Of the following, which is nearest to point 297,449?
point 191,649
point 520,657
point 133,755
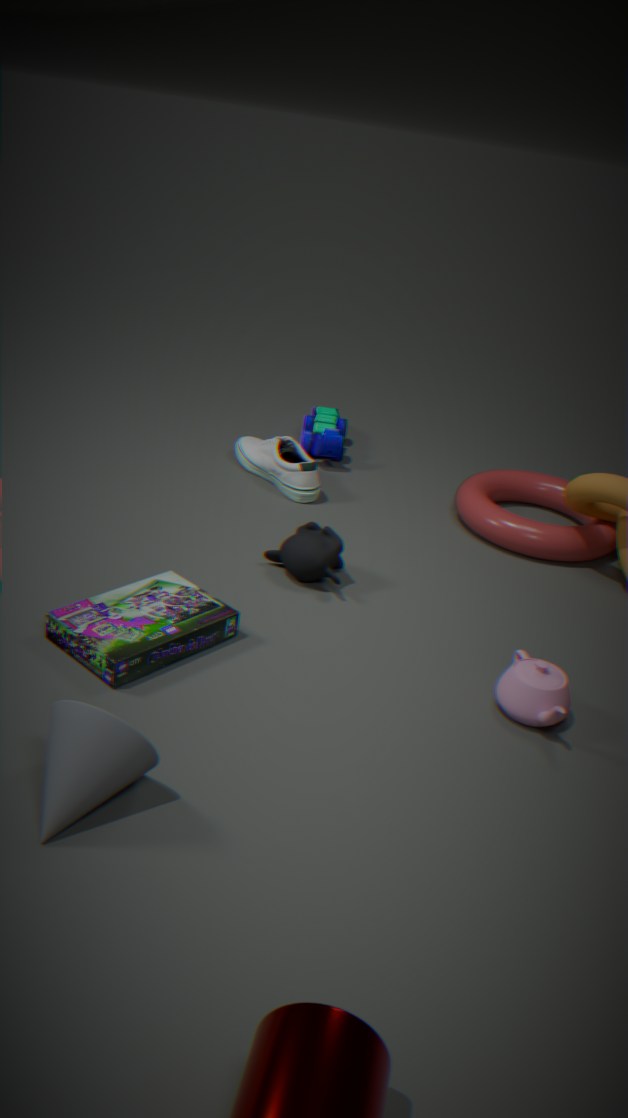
point 191,649
